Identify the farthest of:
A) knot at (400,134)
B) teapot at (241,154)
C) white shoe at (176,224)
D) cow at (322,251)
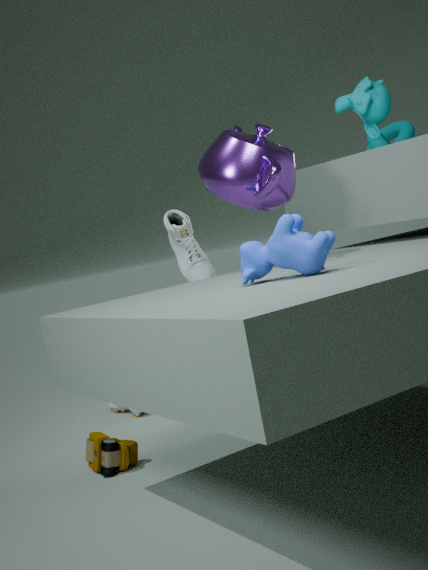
knot at (400,134)
